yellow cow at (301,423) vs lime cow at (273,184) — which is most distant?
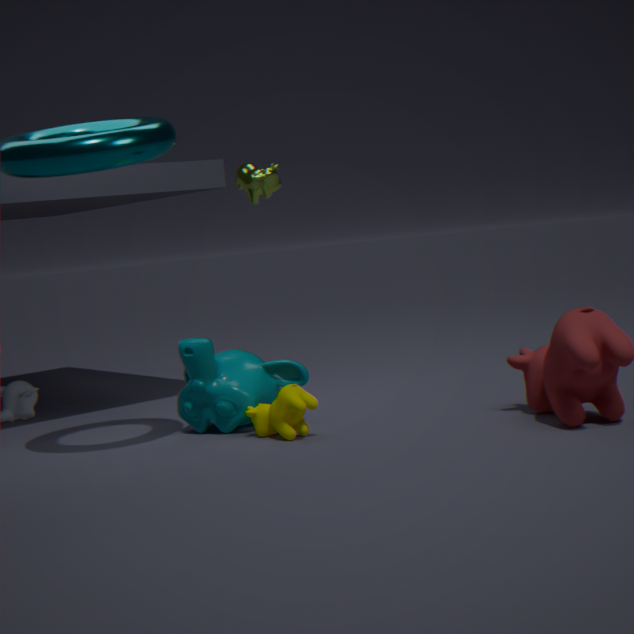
lime cow at (273,184)
